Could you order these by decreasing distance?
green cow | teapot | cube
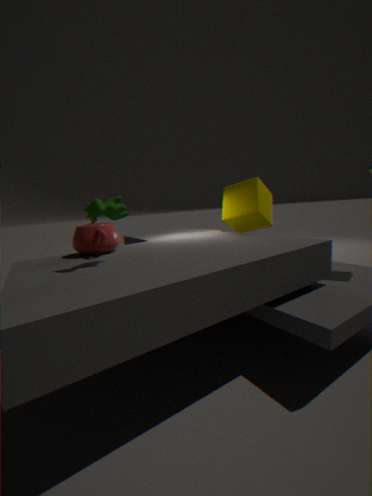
cube → teapot → green cow
